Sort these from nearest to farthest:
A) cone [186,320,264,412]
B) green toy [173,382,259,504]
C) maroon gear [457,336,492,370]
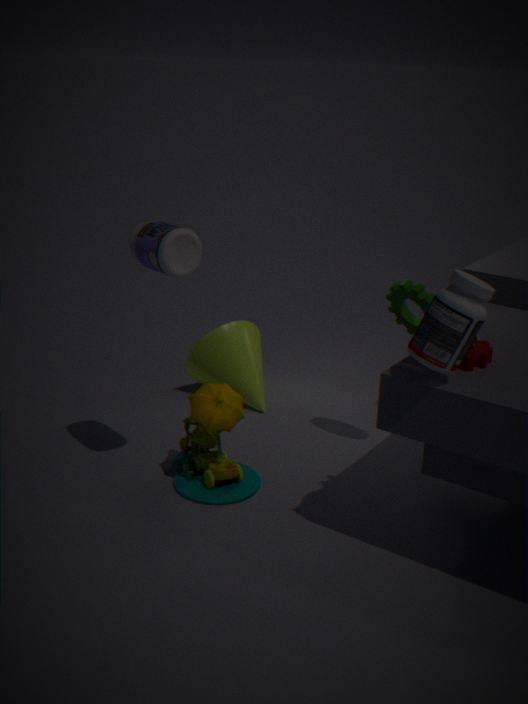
maroon gear [457,336,492,370]
green toy [173,382,259,504]
cone [186,320,264,412]
